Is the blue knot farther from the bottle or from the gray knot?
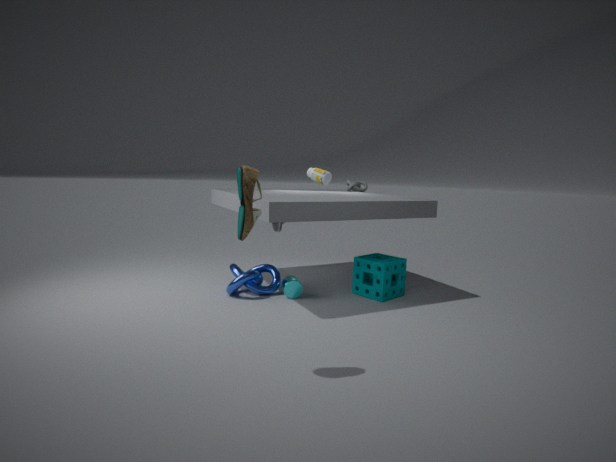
the gray knot
